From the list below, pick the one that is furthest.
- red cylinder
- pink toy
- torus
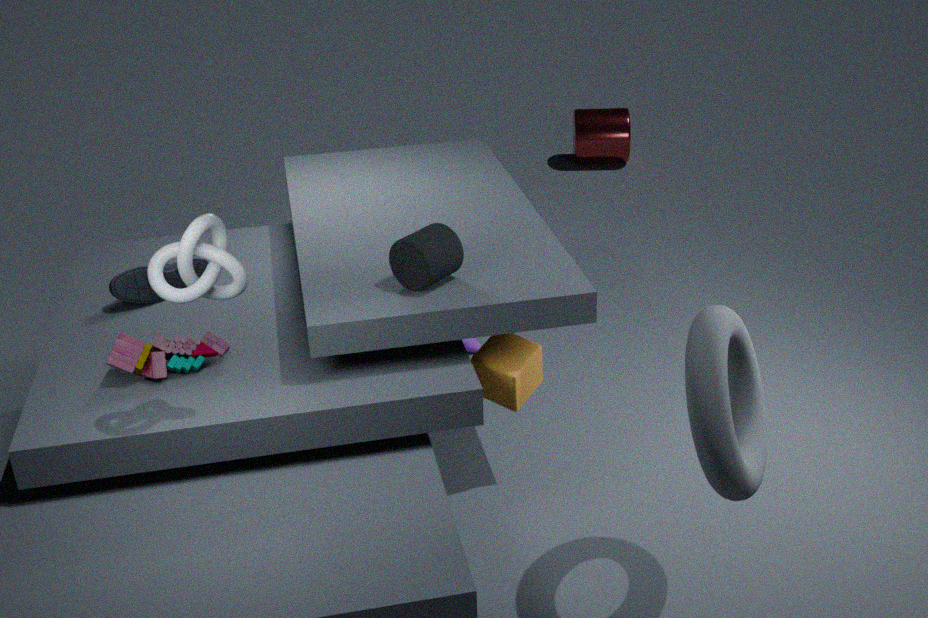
red cylinder
